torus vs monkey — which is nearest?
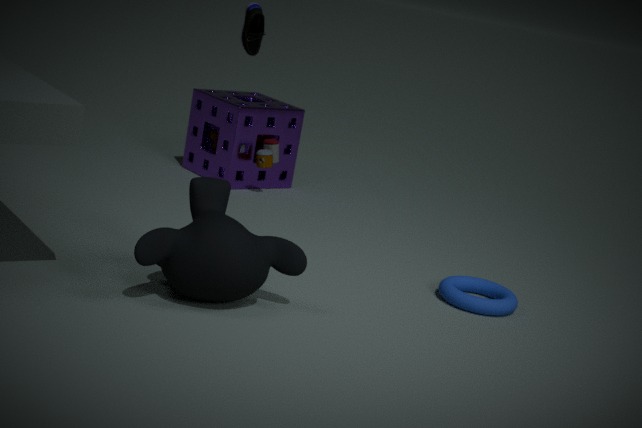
monkey
